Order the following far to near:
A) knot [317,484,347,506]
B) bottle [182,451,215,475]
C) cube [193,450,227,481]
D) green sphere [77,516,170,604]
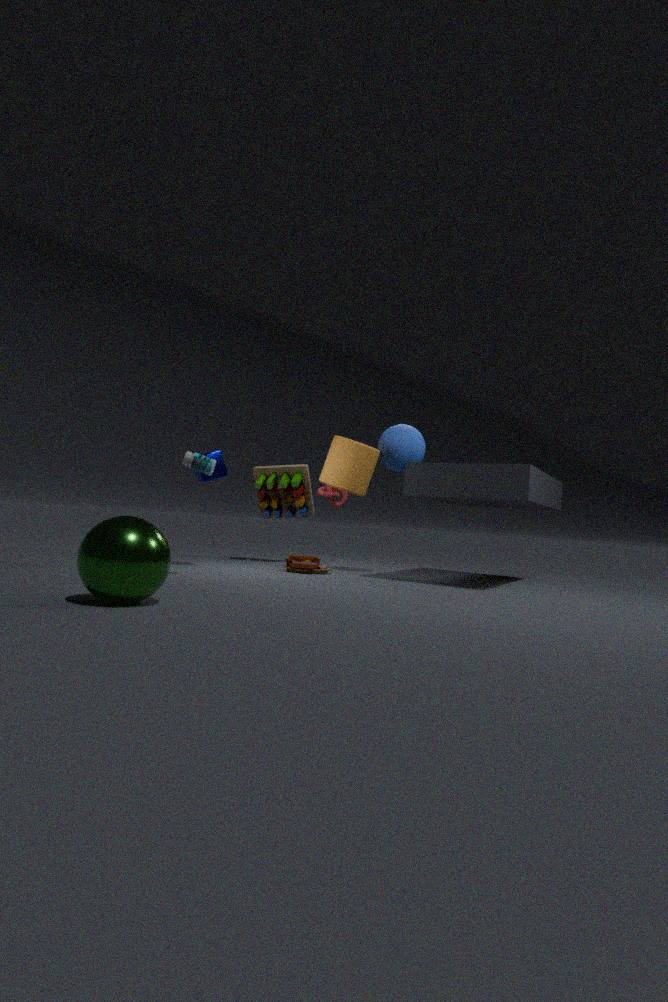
1. knot [317,484,347,506]
2. cube [193,450,227,481]
3. bottle [182,451,215,475]
4. green sphere [77,516,170,604]
